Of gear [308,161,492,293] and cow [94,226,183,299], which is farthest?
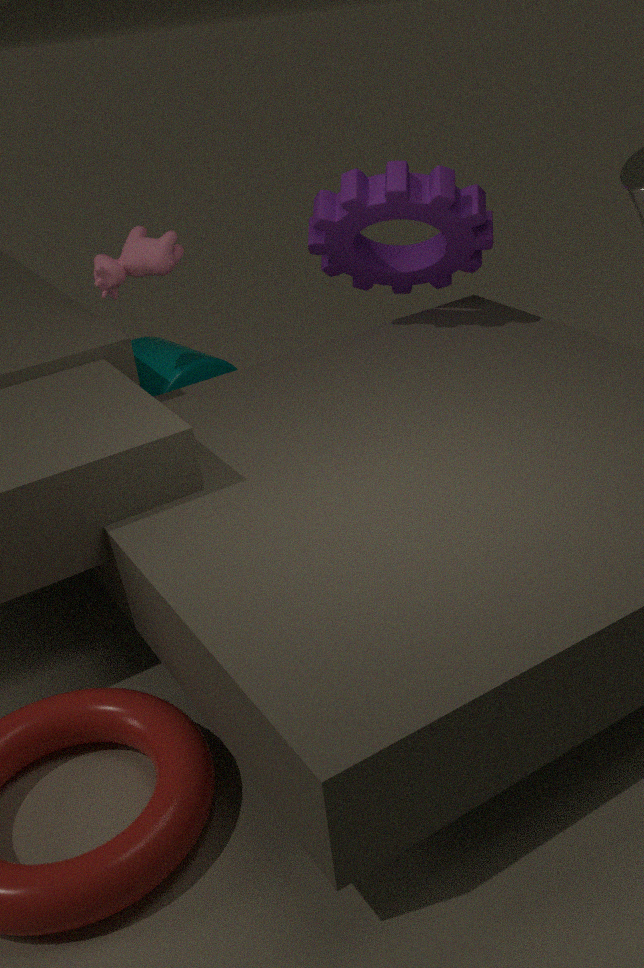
gear [308,161,492,293]
